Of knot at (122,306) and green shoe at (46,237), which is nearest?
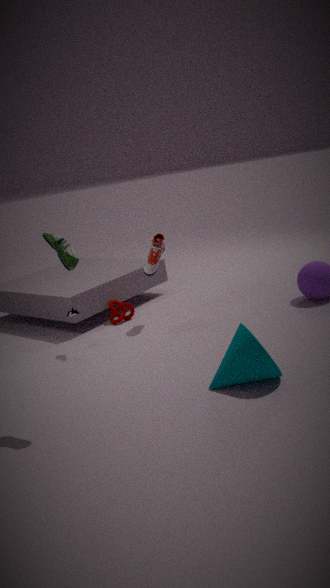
green shoe at (46,237)
